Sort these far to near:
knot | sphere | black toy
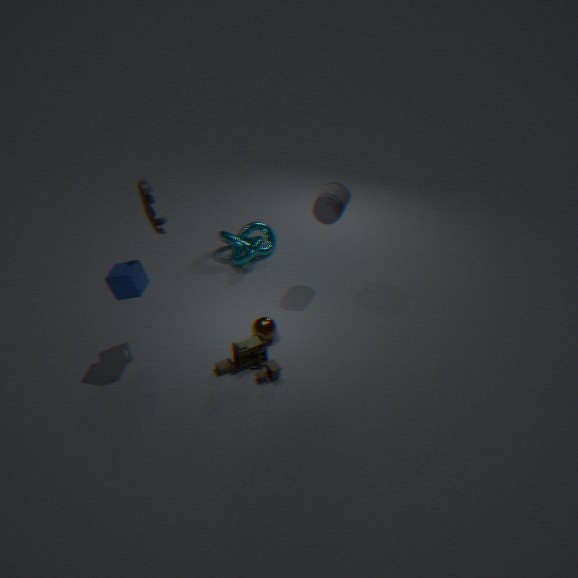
knot, sphere, black toy
